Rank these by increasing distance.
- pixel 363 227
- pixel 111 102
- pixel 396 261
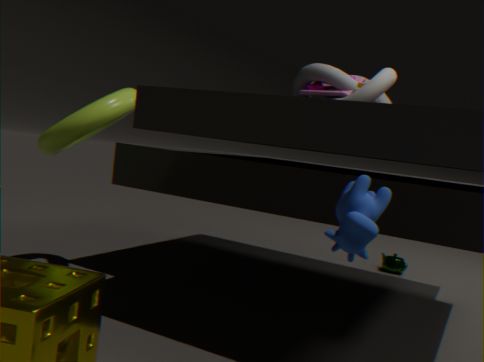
pixel 363 227 < pixel 111 102 < pixel 396 261
